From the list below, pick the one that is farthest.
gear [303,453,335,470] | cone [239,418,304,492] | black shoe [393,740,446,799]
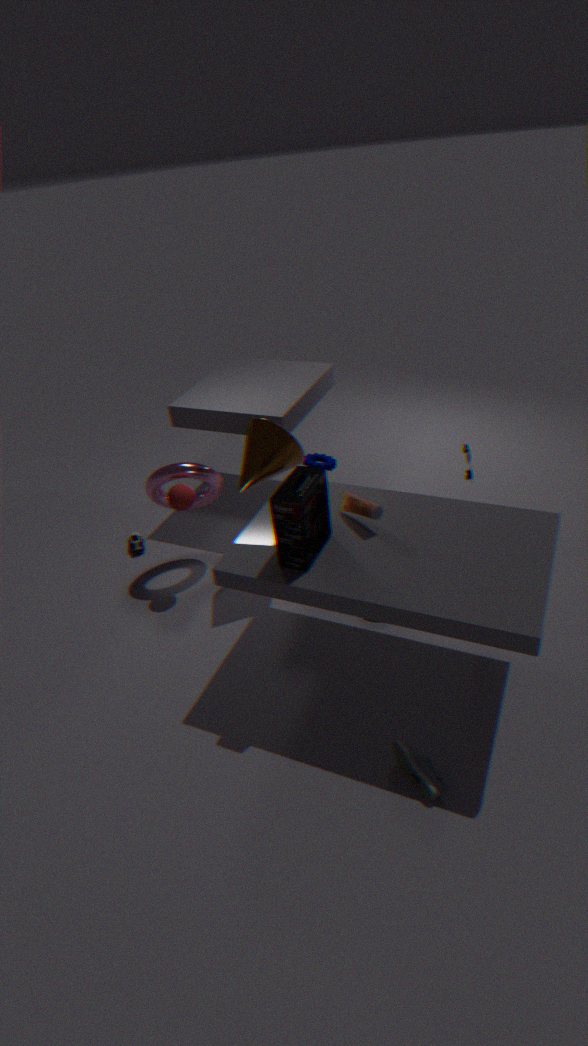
gear [303,453,335,470]
